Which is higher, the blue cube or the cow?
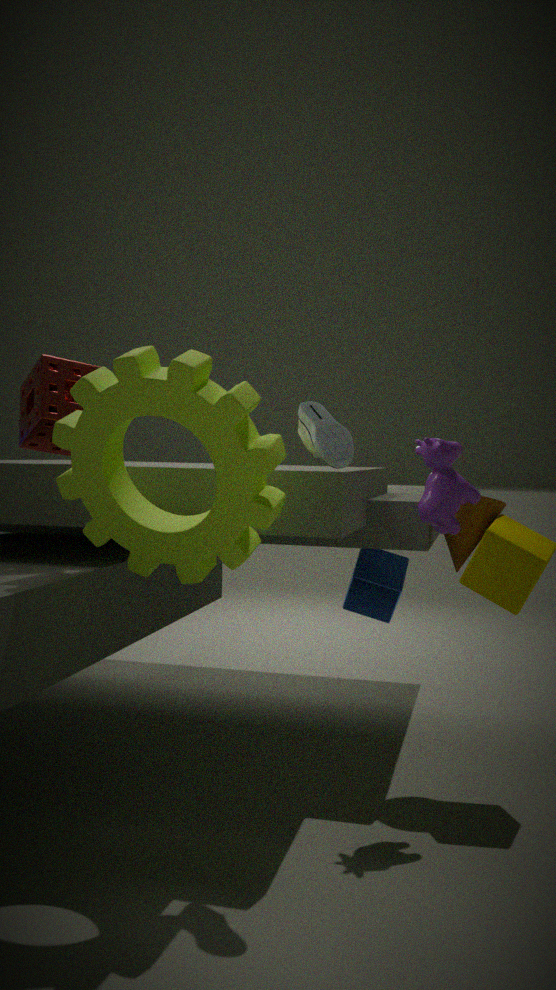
the cow
